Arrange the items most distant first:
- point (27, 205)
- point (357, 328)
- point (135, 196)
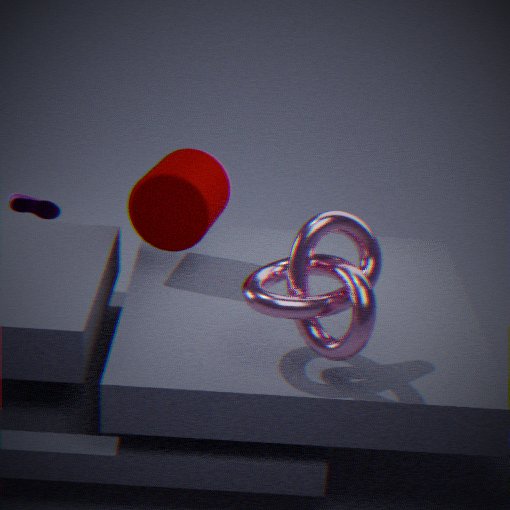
point (27, 205)
point (135, 196)
point (357, 328)
